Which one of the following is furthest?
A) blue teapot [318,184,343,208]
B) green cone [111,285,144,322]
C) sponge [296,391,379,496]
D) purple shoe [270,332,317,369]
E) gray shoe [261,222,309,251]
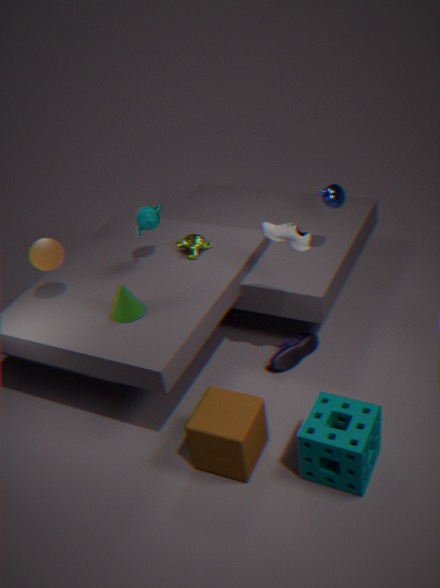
purple shoe [270,332,317,369]
